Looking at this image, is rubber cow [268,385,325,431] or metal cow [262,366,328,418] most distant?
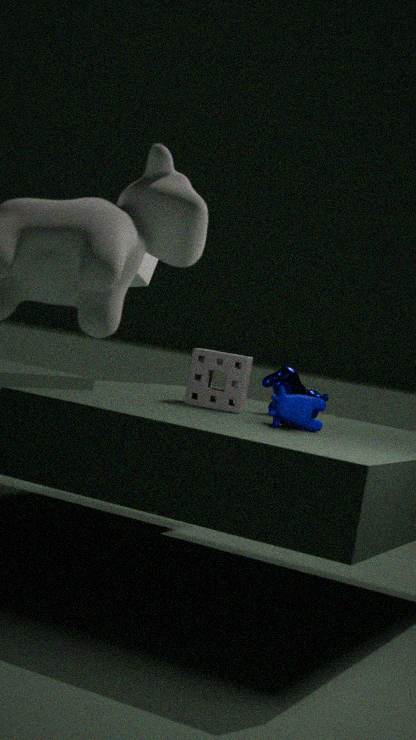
metal cow [262,366,328,418]
